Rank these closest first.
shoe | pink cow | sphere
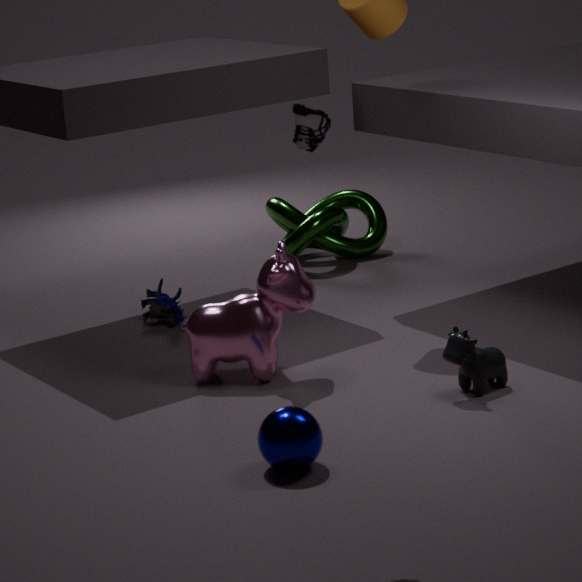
1. shoe
2. sphere
3. pink cow
